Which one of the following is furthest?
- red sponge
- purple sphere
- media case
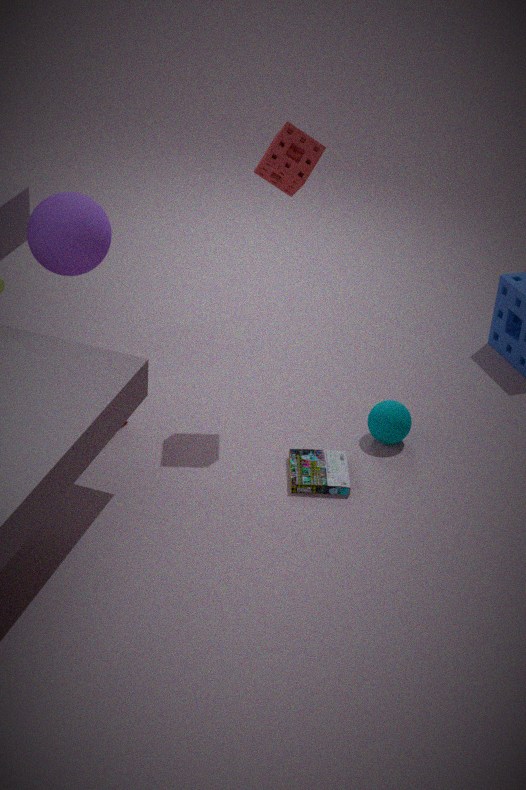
purple sphere
